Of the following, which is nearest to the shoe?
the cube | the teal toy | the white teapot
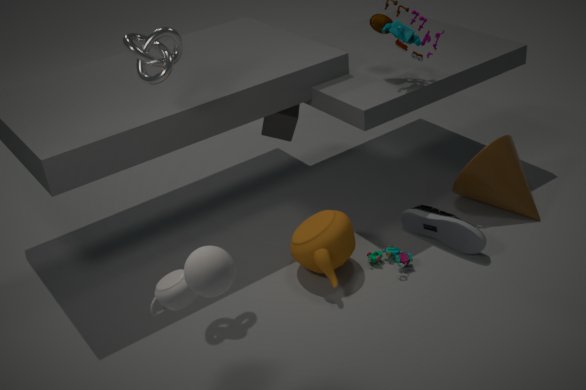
the teal toy
